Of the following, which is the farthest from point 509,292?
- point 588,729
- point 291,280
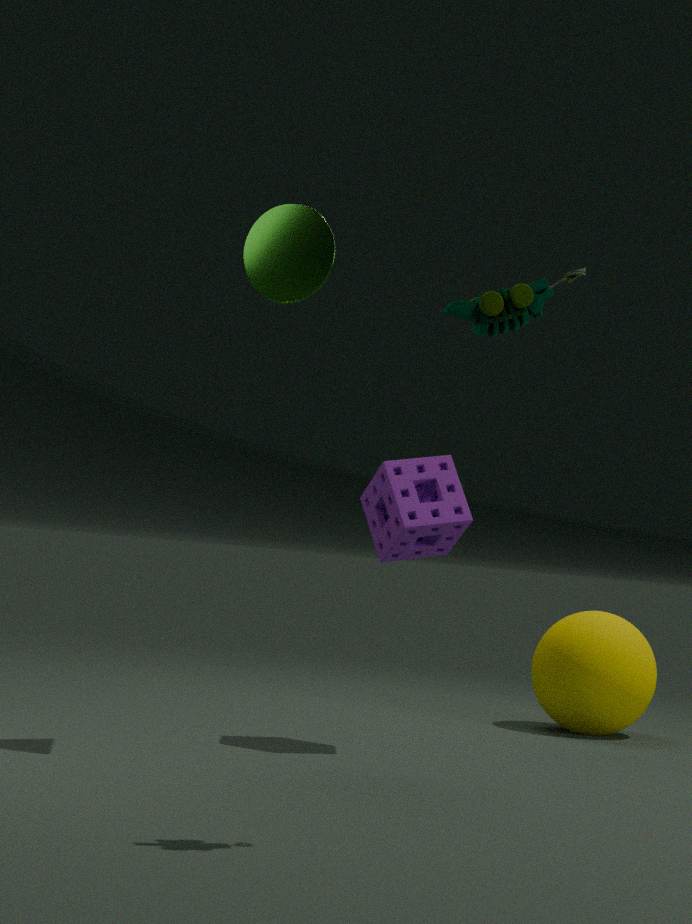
point 588,729
